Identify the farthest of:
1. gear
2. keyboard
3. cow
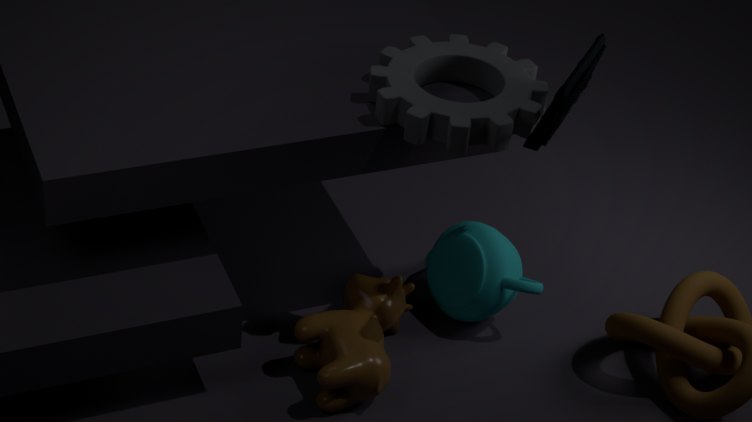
cow
